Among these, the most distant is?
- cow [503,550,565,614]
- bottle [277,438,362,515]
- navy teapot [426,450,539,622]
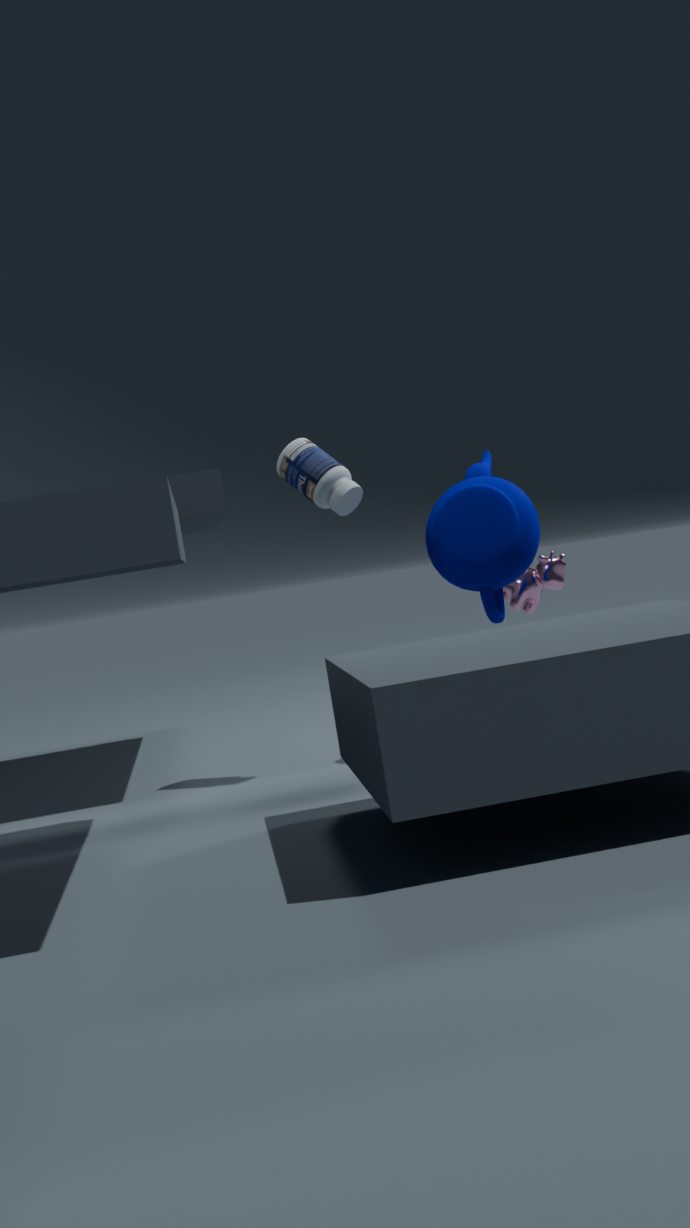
cow [503,550,565,614]
